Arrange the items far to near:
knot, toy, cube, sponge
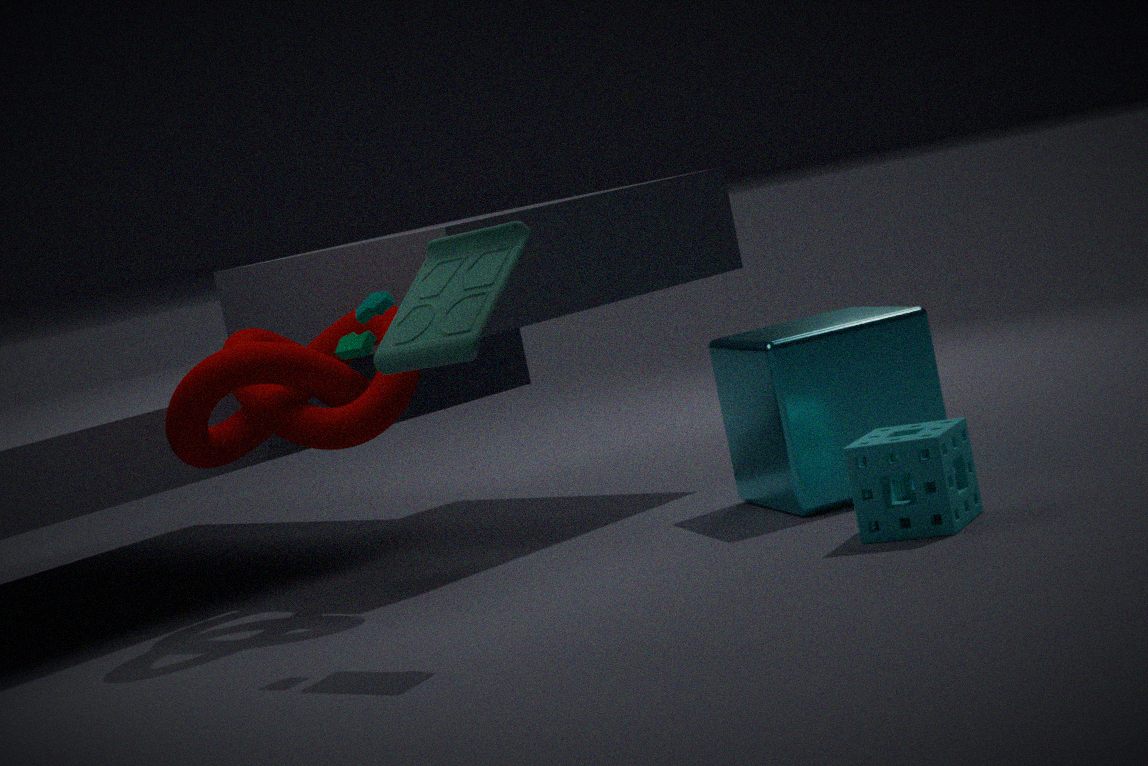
cube, knot, sponge, toy
